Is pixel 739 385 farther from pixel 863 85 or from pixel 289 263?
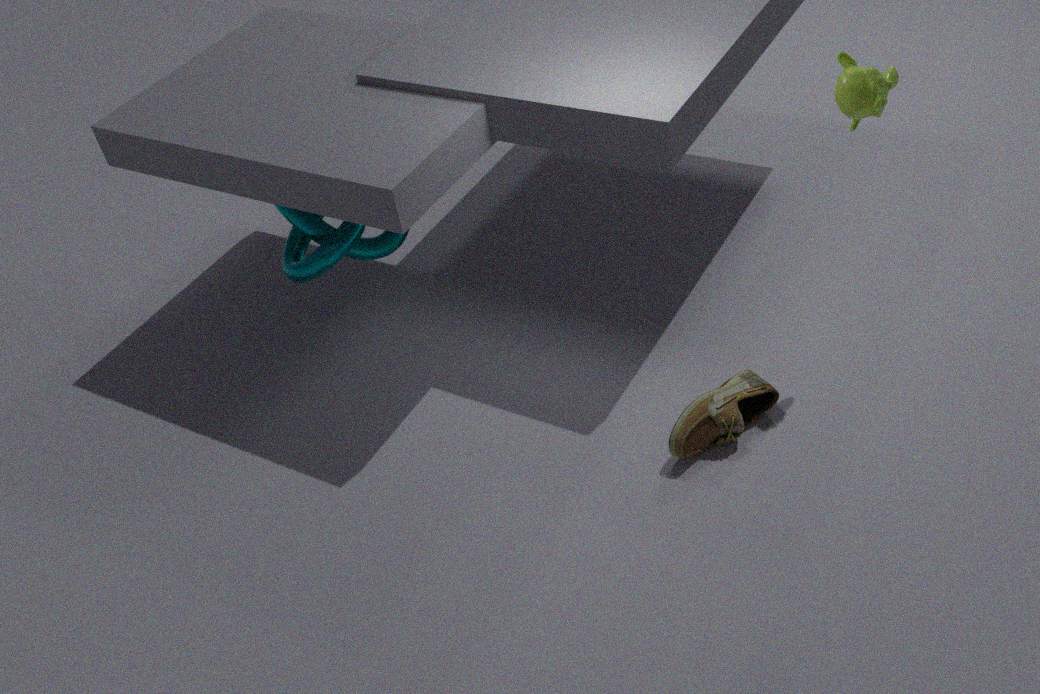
pixel 289 263
